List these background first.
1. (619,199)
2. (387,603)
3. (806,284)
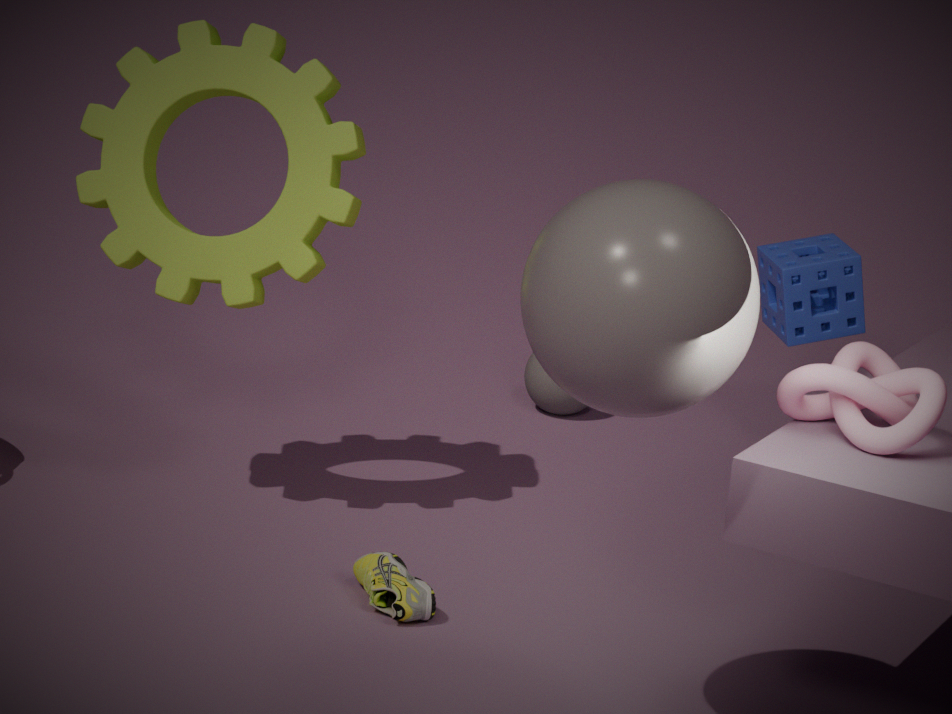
(806,284) → (387,603) → (619,199)
